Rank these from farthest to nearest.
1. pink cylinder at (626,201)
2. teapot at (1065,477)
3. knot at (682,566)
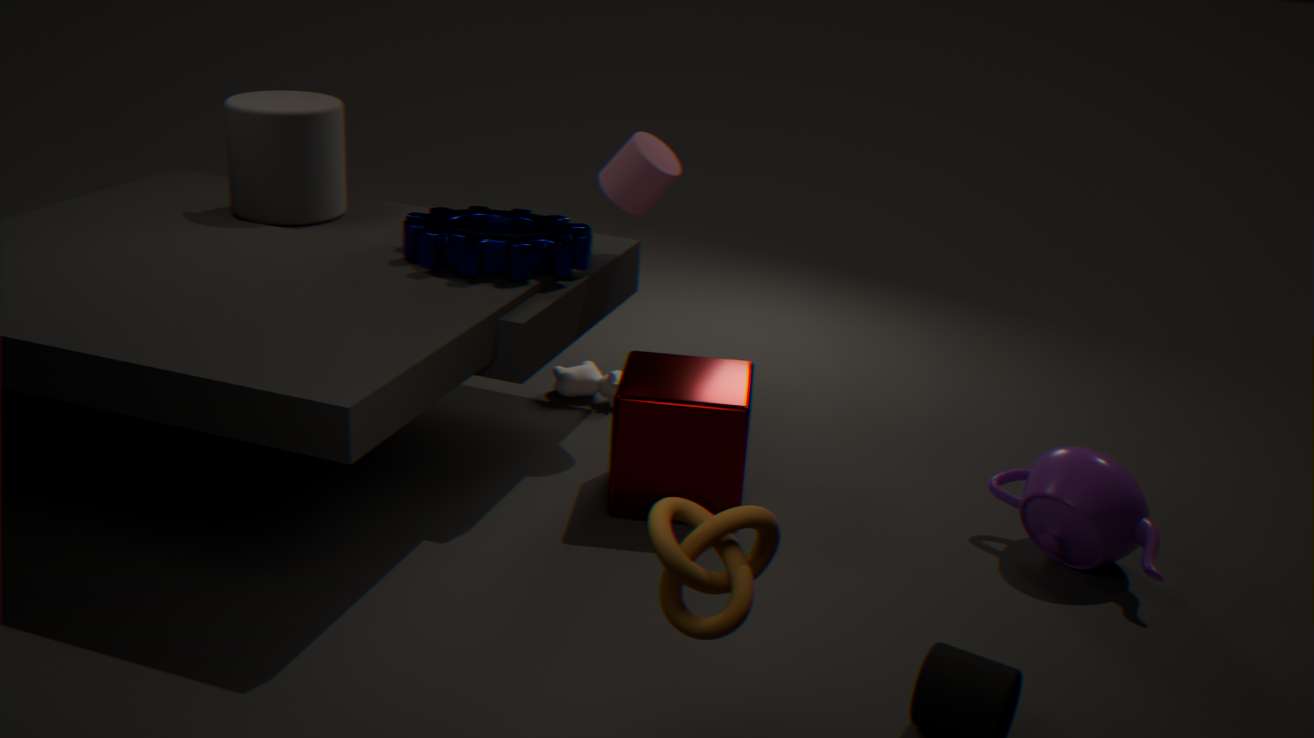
1. pink cylinder at (626,201)
2. teapot at (1065,477)
3. knot at (682,566)
